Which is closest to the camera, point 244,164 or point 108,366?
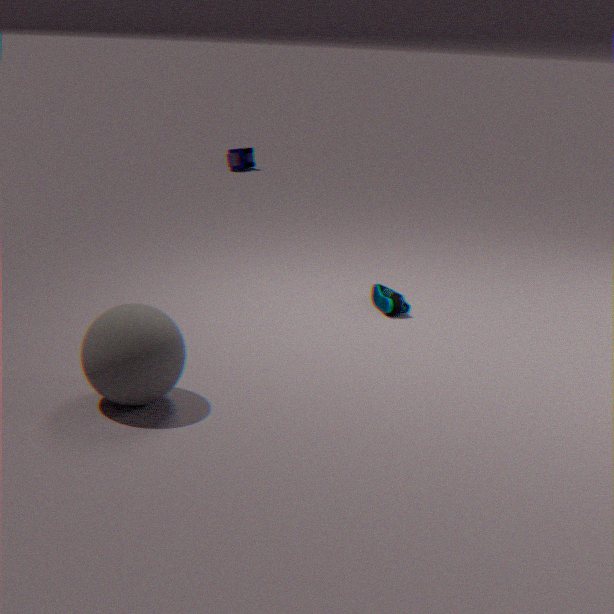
point 108,366
